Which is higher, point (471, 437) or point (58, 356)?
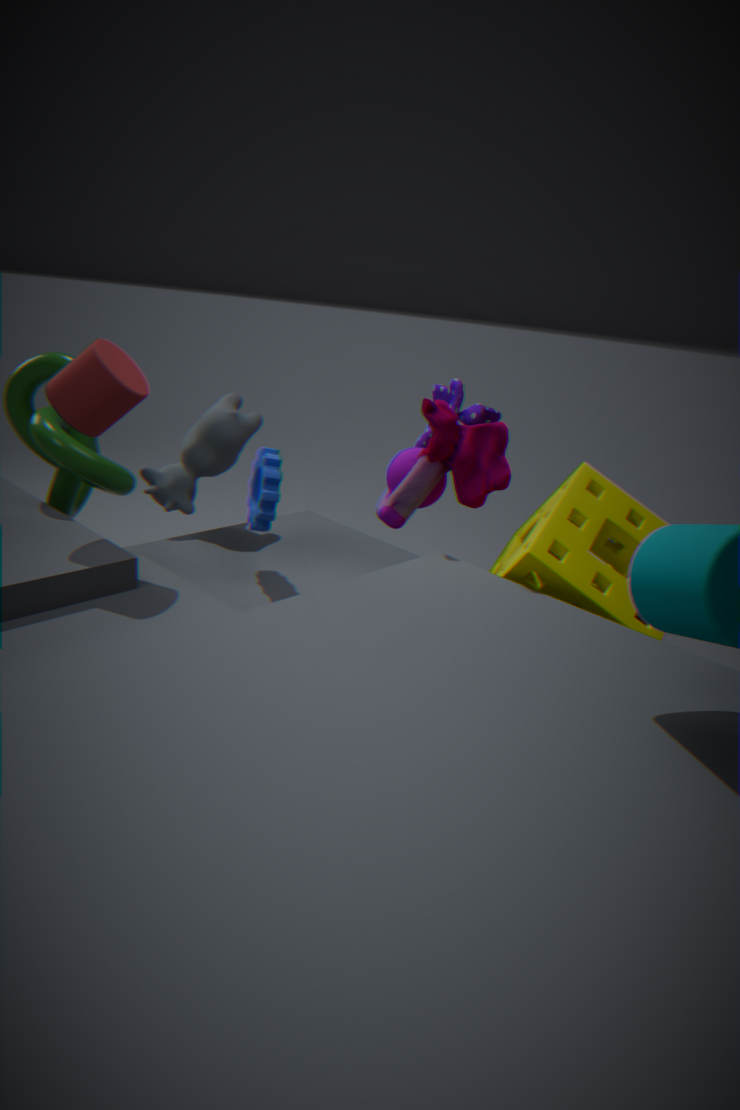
point (471, 437)
